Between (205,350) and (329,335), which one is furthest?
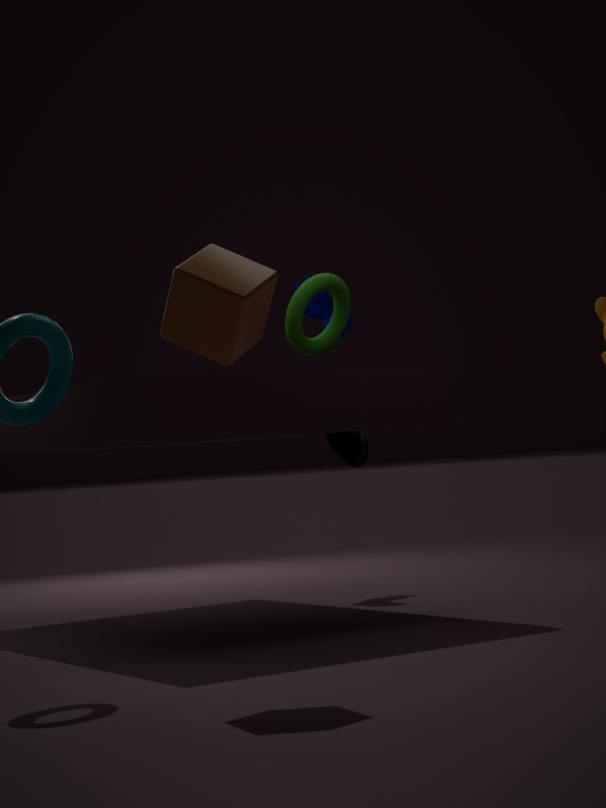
(329,335)
